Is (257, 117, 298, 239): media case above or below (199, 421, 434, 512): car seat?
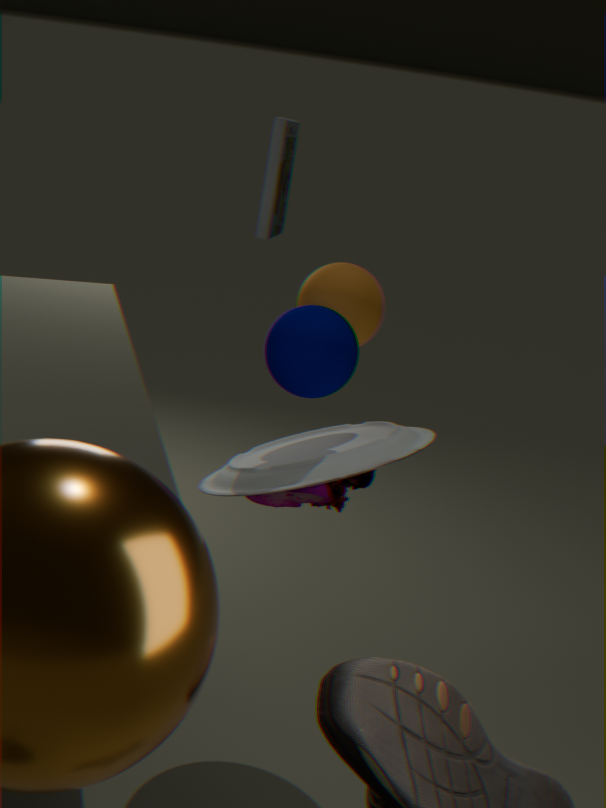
above
